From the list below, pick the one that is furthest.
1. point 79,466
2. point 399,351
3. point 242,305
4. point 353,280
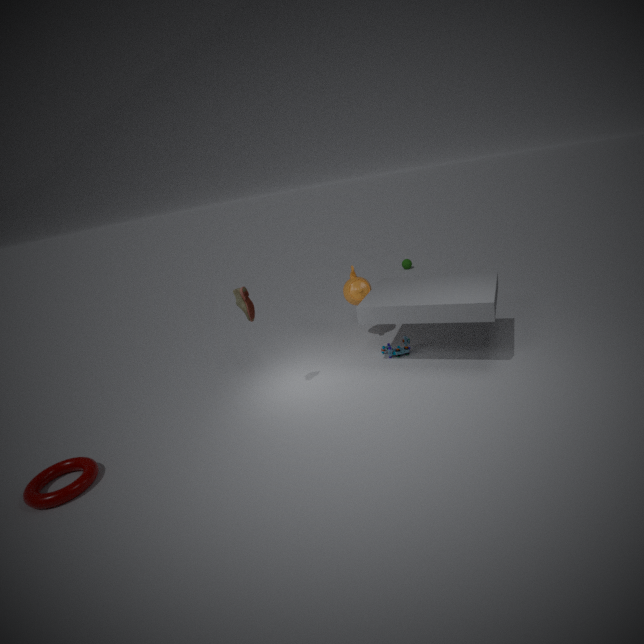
point 353,280
